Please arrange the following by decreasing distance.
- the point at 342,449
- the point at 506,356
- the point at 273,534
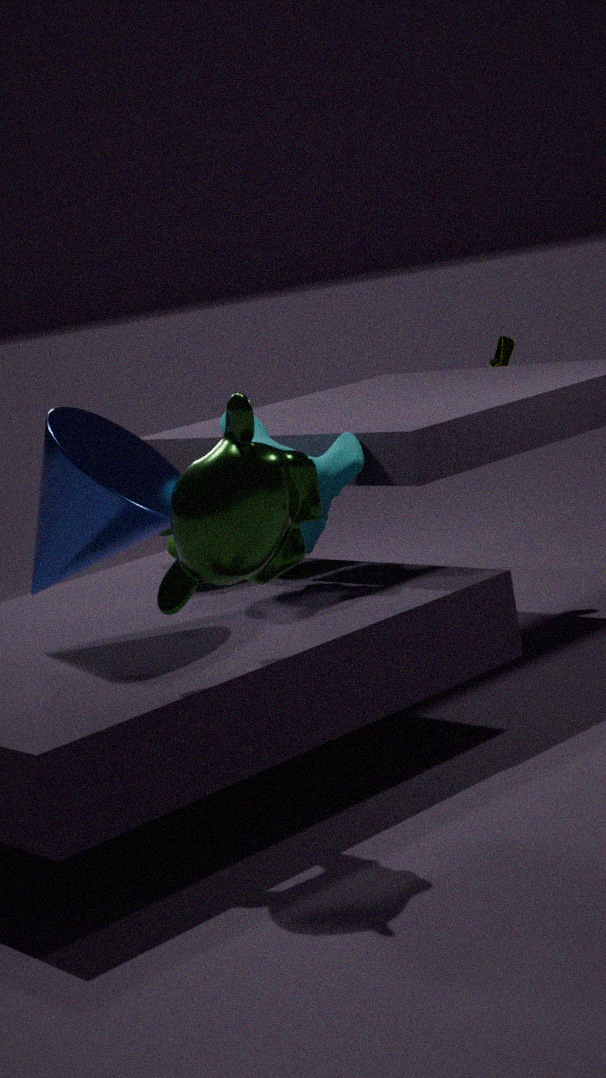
the point at 506,356 → the point at 342,449 → the point at 273,534
